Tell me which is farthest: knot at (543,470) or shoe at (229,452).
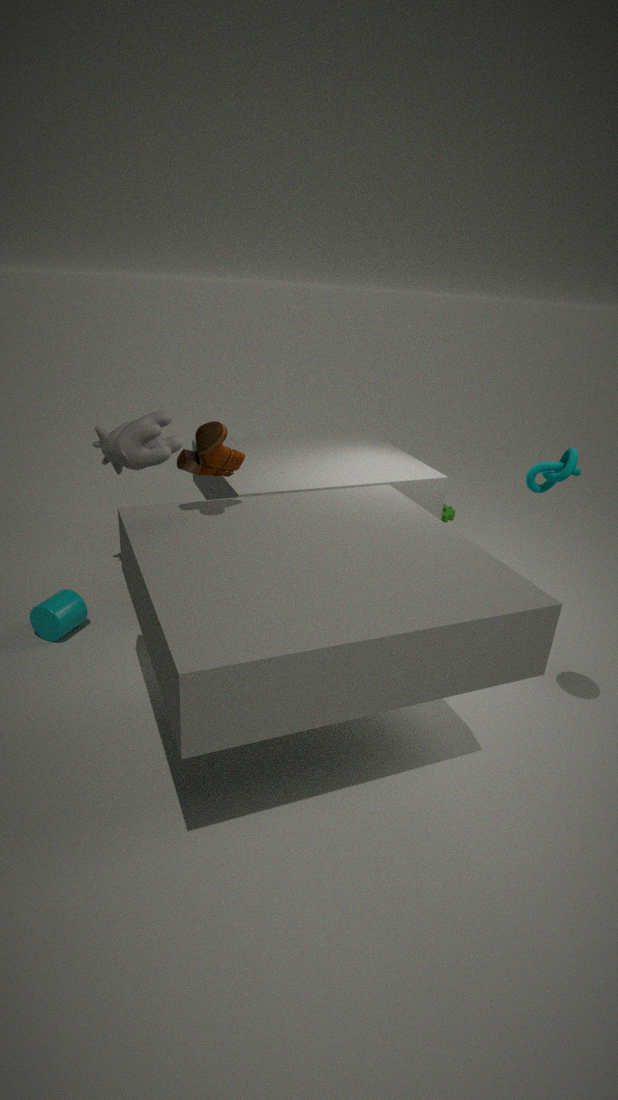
knot at (543,470)
